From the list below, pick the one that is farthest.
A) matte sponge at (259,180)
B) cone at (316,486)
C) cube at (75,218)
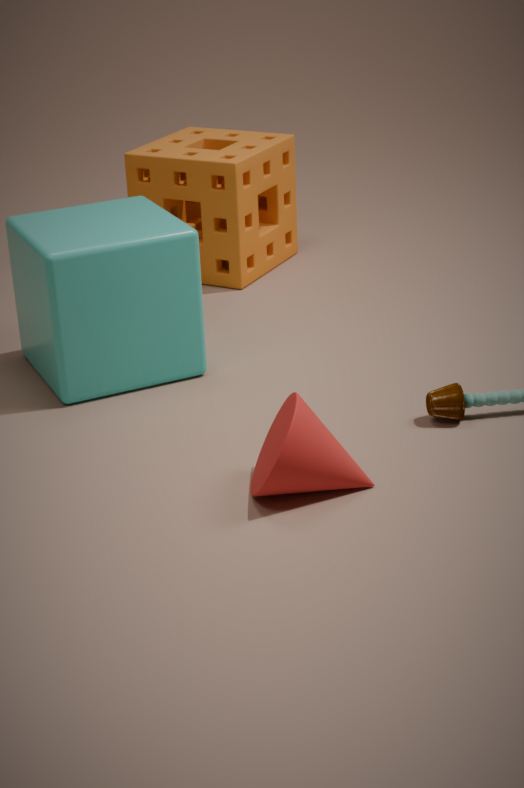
matte sponge at (259,180)
